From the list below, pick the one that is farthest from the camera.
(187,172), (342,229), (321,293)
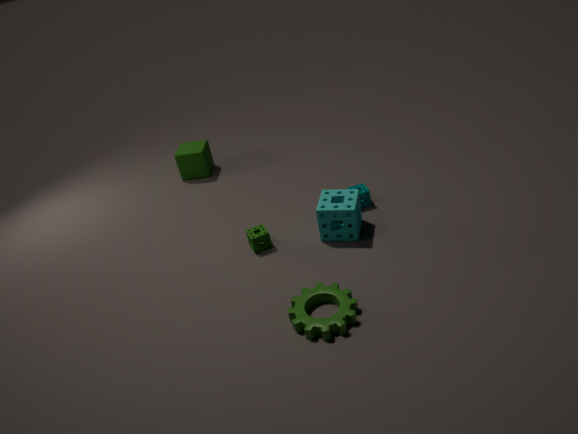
(187,172)
